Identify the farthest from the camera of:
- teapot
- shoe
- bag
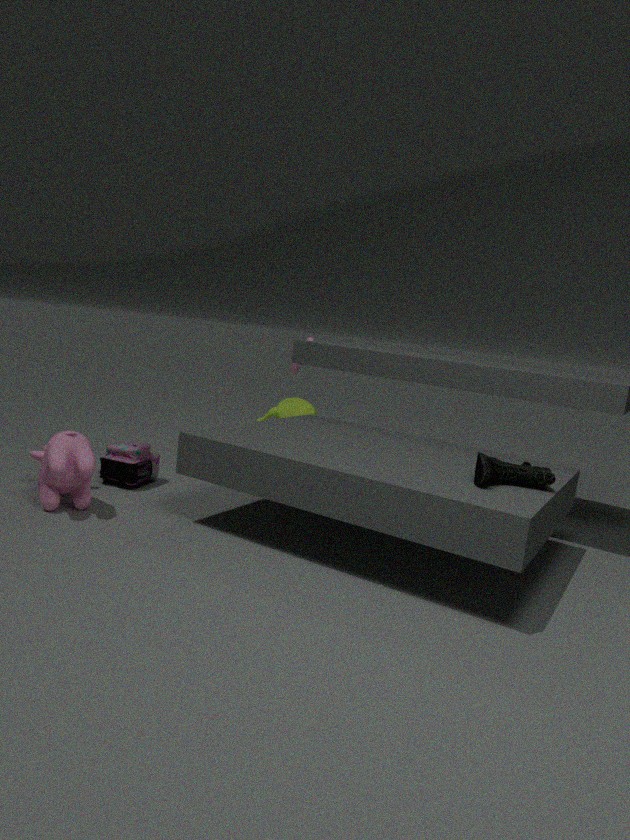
teapot
